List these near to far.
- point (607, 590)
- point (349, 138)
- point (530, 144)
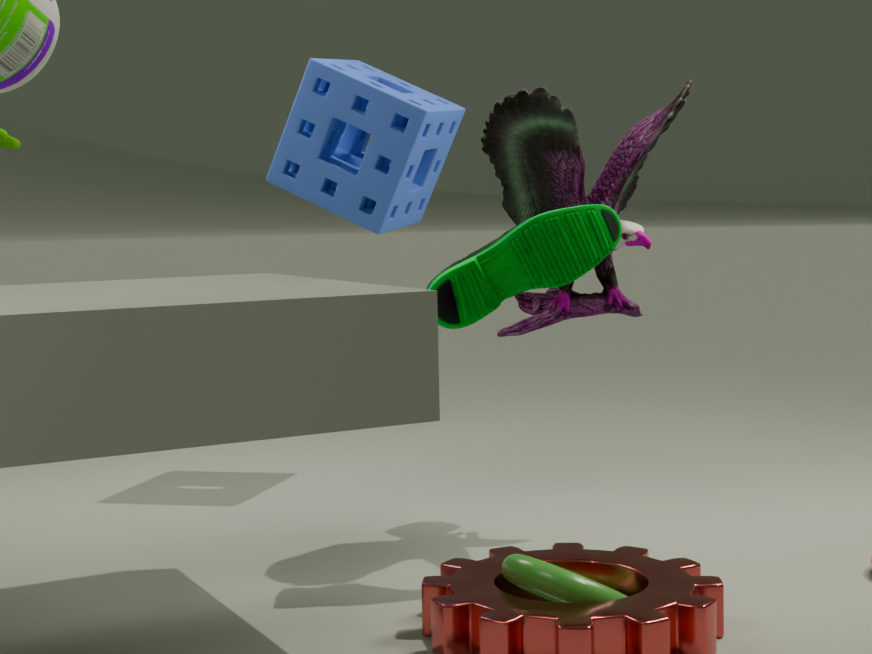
1. point (607, 590)
2. point (530, 144)
3. point (349, 138)
